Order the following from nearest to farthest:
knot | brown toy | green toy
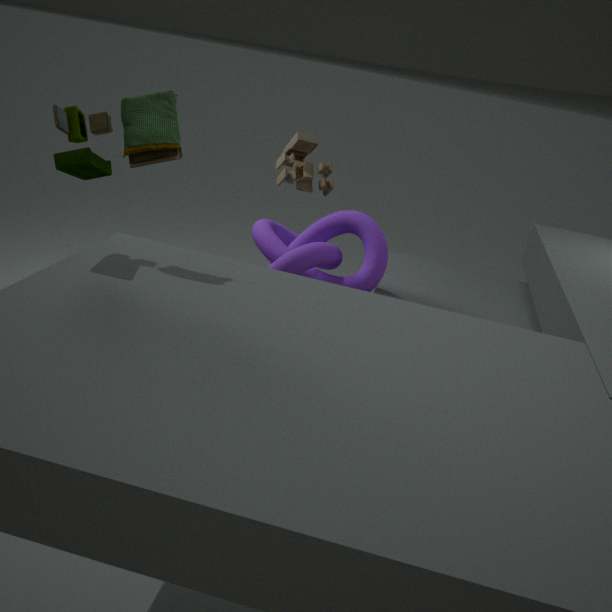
green toy → knot → brown toy
